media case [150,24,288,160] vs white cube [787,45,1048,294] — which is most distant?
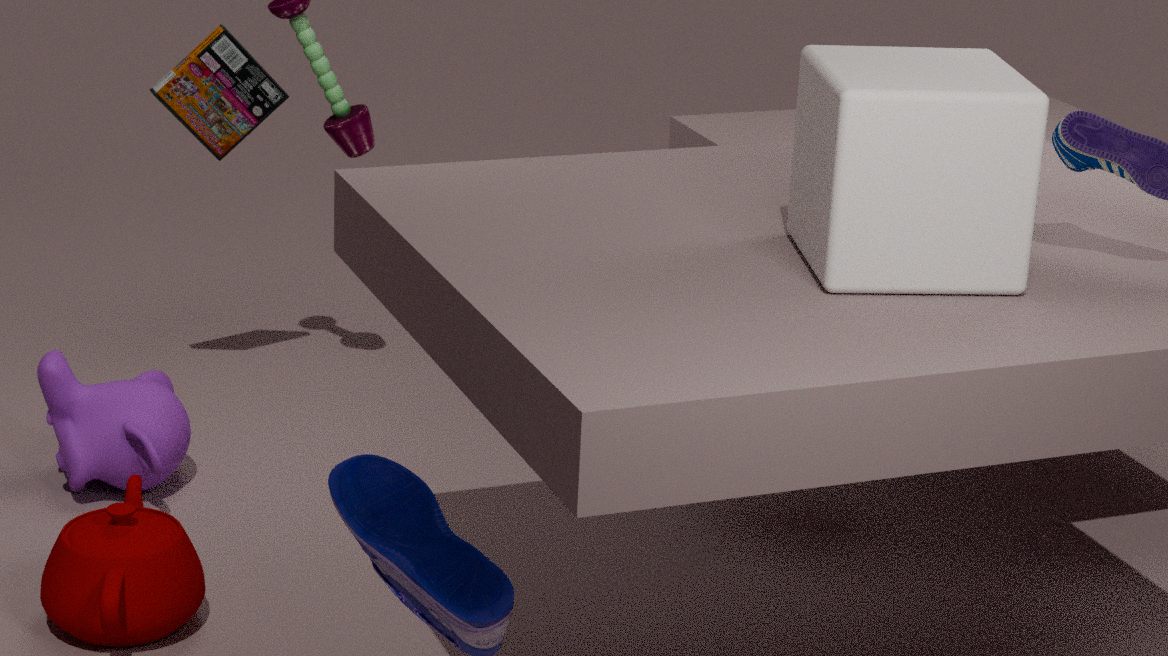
media case [150,24,288,160]
